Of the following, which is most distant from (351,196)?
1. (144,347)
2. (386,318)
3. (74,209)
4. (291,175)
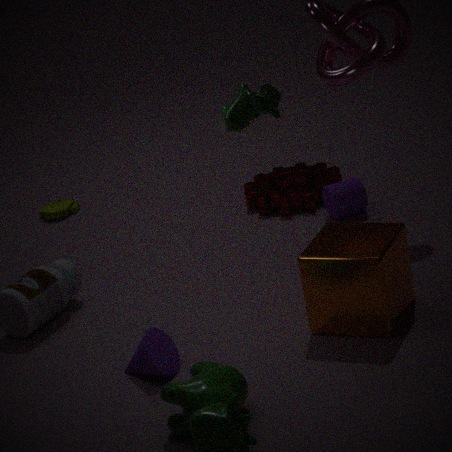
(74,209)
